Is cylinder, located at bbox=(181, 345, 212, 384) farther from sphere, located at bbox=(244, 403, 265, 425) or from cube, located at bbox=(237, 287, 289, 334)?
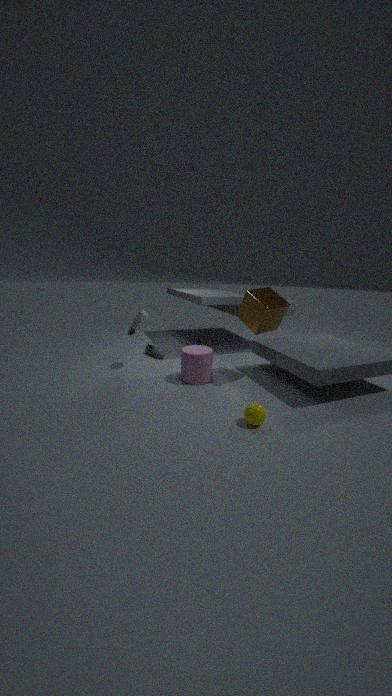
sphere, located at bbox=(244, 403, 265, 425)
